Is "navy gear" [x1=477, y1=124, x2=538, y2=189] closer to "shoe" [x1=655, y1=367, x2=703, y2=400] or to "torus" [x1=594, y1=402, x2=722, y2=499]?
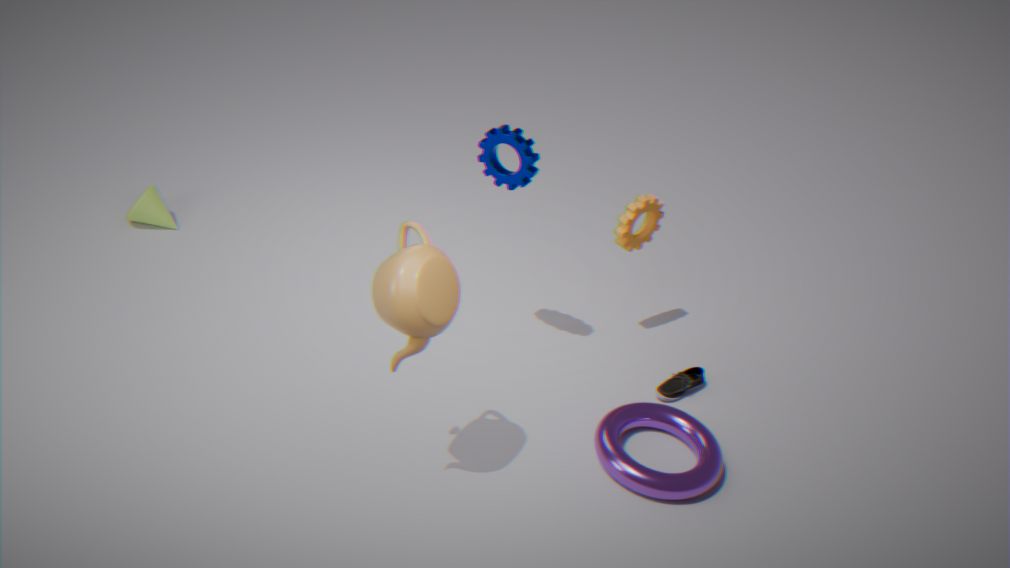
"torus" [x1=594, y1=402, x2=722, y2=499]
